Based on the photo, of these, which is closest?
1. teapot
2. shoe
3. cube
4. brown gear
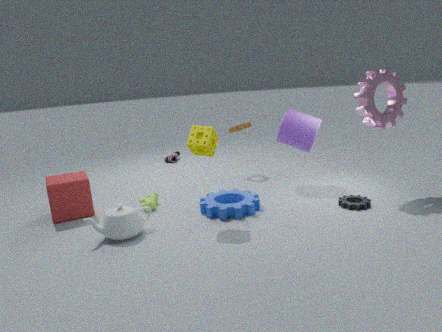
teapot
